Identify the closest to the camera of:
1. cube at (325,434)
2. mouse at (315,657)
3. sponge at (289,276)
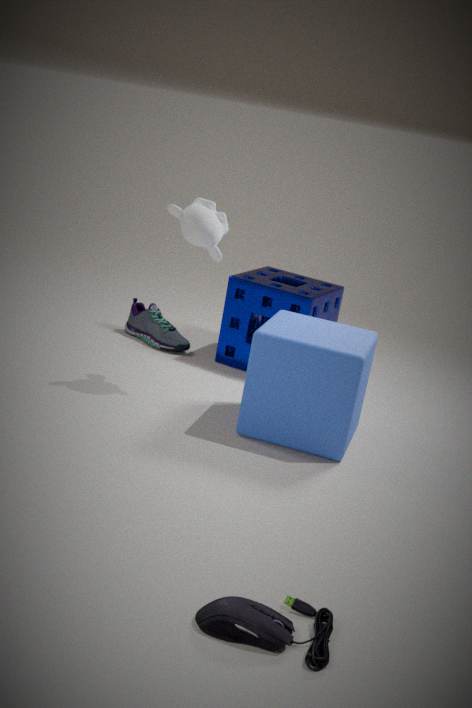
mouse at (315,657)
